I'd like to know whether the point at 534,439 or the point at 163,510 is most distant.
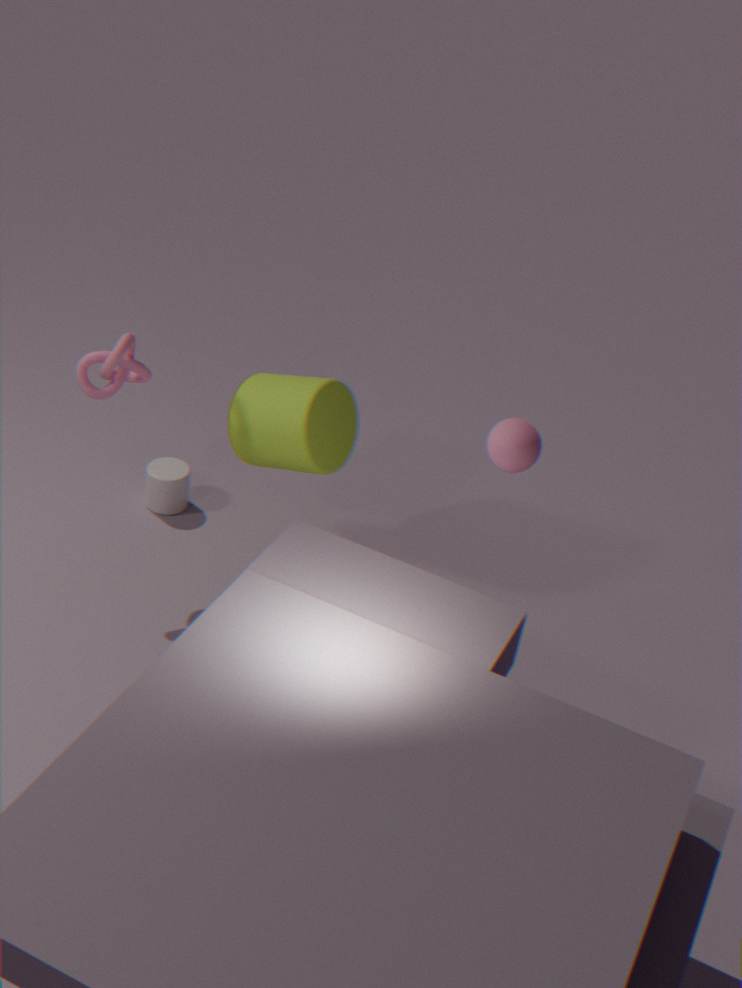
the point at 163,510
